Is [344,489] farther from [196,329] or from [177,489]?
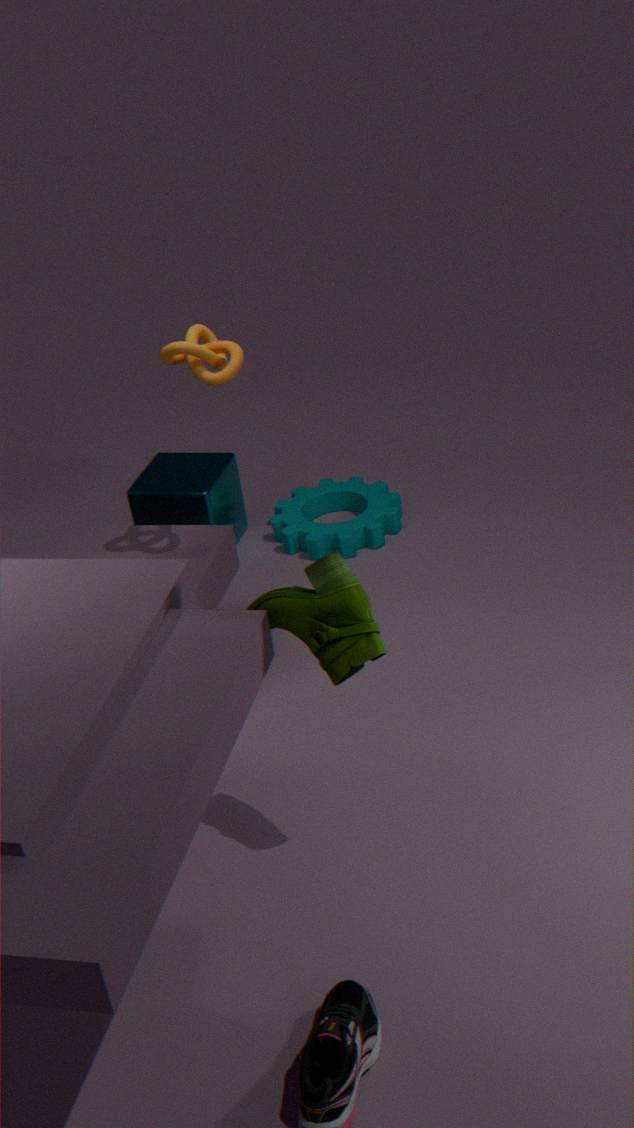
[196,329]
